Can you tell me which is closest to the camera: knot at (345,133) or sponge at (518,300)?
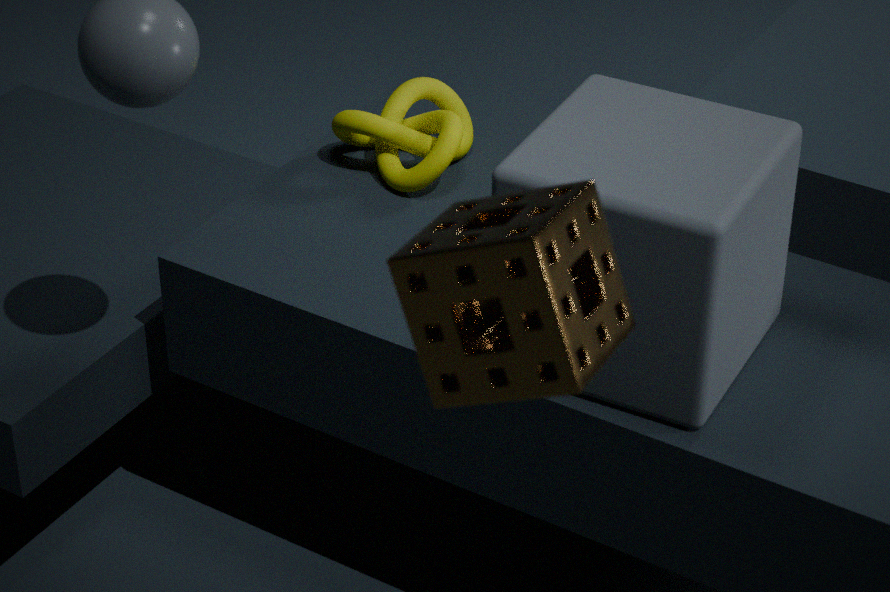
sponge at (518,300)
